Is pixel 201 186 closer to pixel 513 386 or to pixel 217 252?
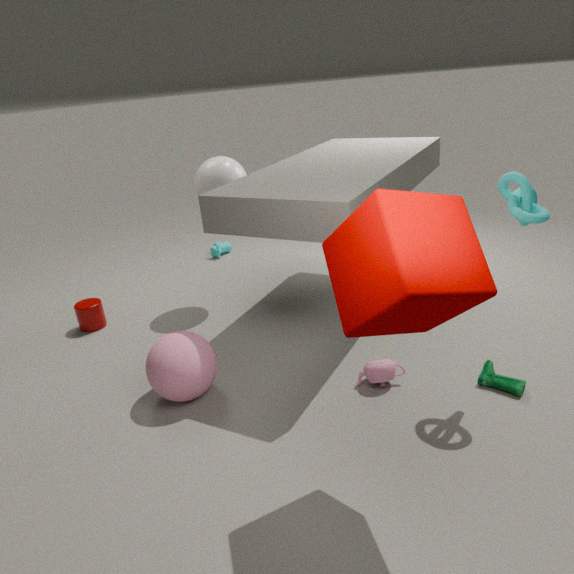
pixel 217 252
